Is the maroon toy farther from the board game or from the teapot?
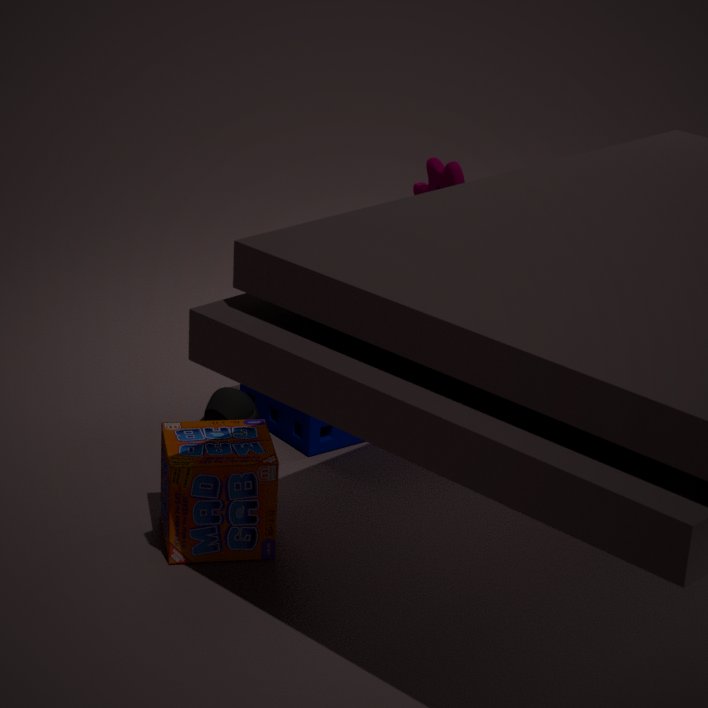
the teapot
